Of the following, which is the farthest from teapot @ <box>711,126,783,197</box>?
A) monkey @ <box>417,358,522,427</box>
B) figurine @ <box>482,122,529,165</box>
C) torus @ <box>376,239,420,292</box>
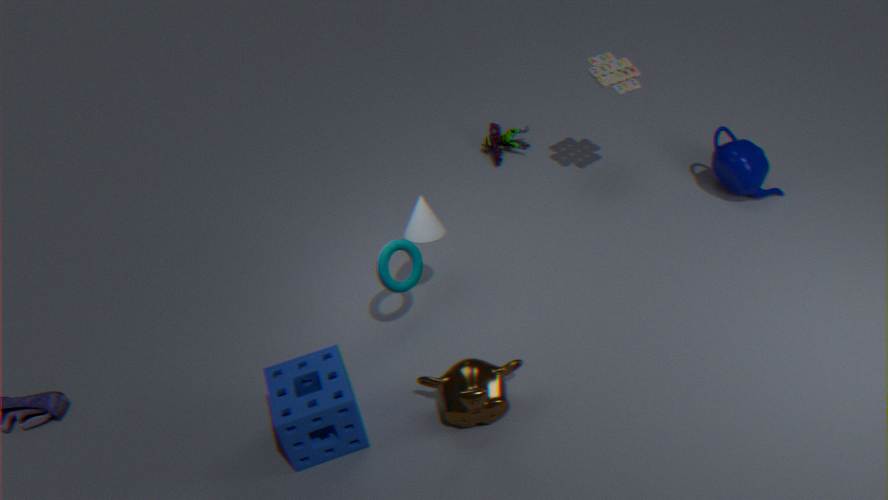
torus @ <box>376,239,420,292</box>
